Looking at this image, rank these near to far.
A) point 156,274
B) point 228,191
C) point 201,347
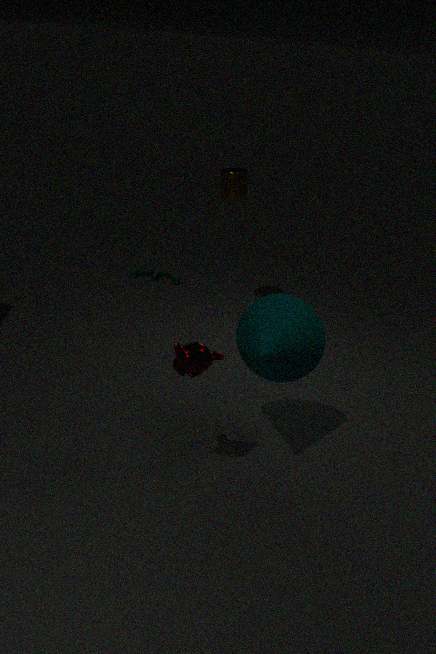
1. point 201,347
2. point 228,191
3. point 156,274
